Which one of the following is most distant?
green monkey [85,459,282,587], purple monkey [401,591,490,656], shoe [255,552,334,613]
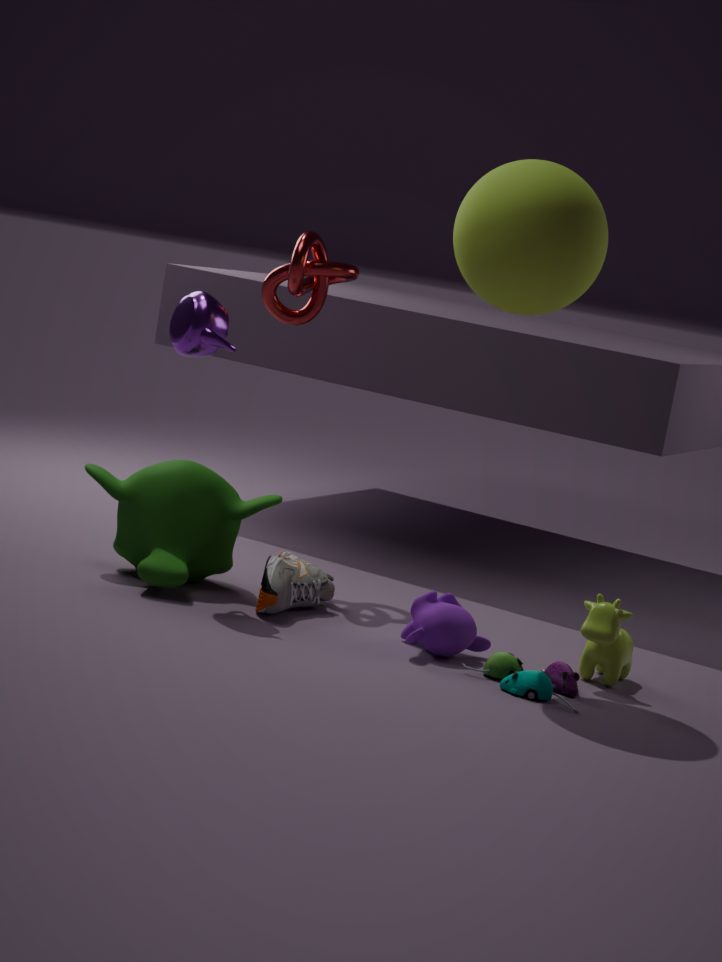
green monkey [85,459,282,587]
